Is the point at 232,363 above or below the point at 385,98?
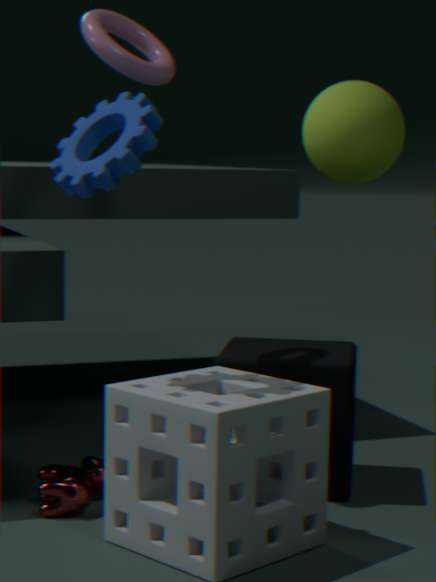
below
